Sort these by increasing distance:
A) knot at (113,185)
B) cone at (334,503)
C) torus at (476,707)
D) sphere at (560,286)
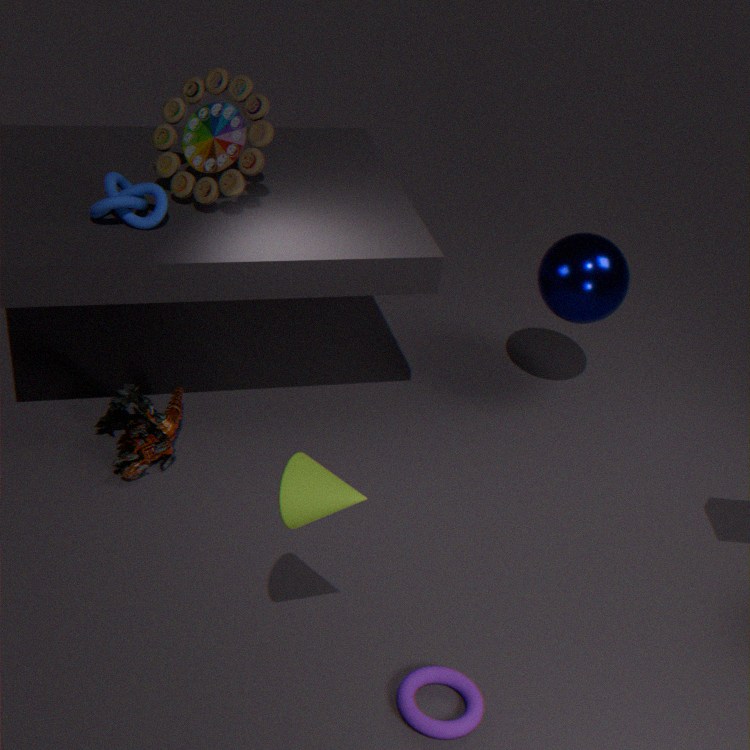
1. cone at (334,503)
2. torus at (476,707)
3. knot at (113,185)
4. sphere at (560,286)
